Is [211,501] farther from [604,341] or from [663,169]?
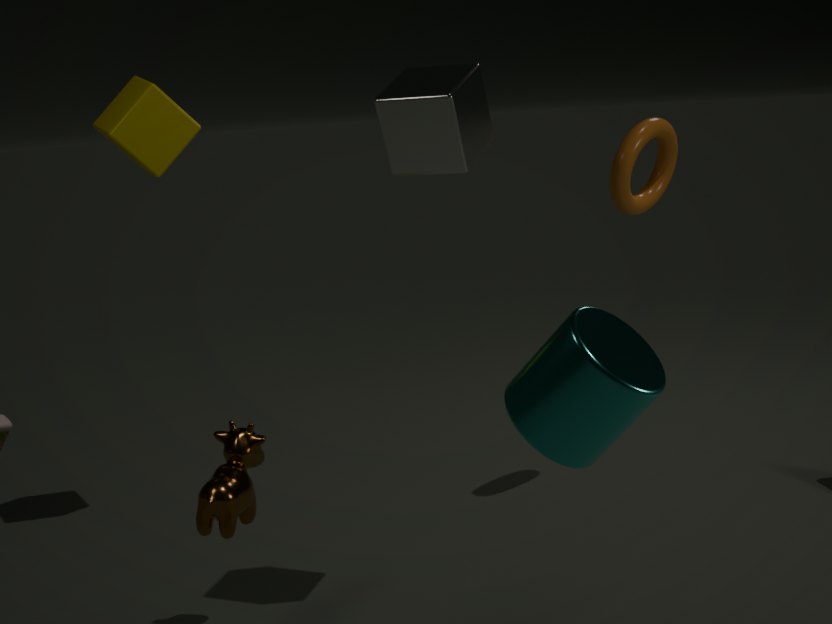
[663,169]
